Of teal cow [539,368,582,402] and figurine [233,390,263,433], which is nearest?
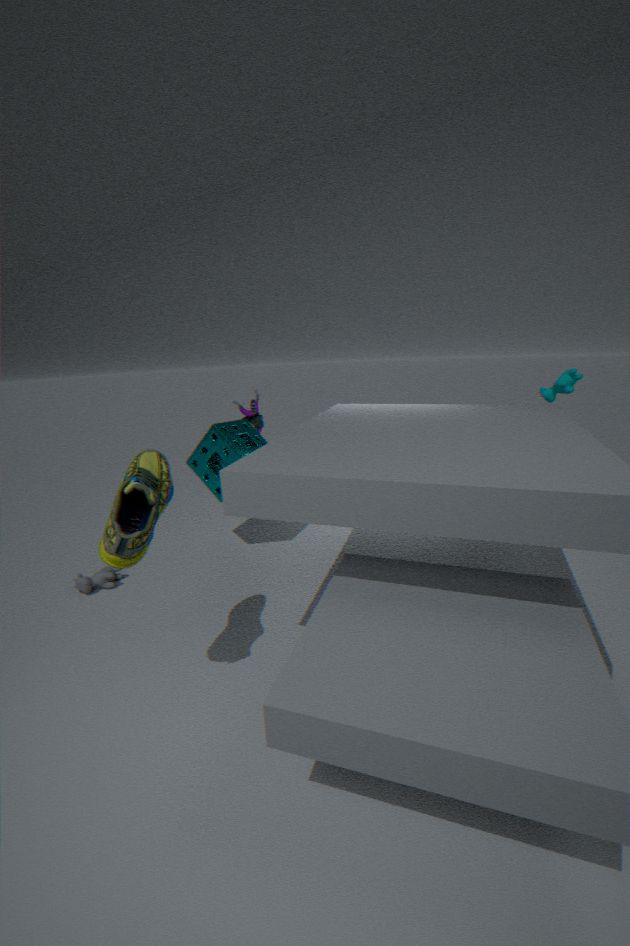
teal cow [539,368,582,402]
